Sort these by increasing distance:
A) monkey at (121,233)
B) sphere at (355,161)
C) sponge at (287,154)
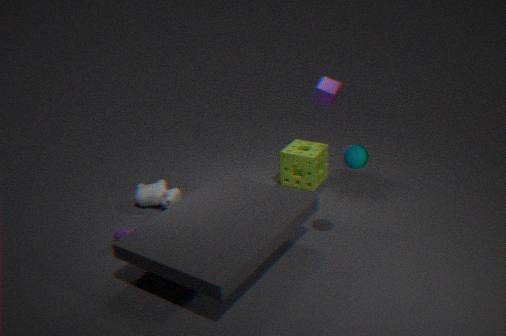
sphere at (355,161) → monkey at (121,233) → sponge at (287,154)
